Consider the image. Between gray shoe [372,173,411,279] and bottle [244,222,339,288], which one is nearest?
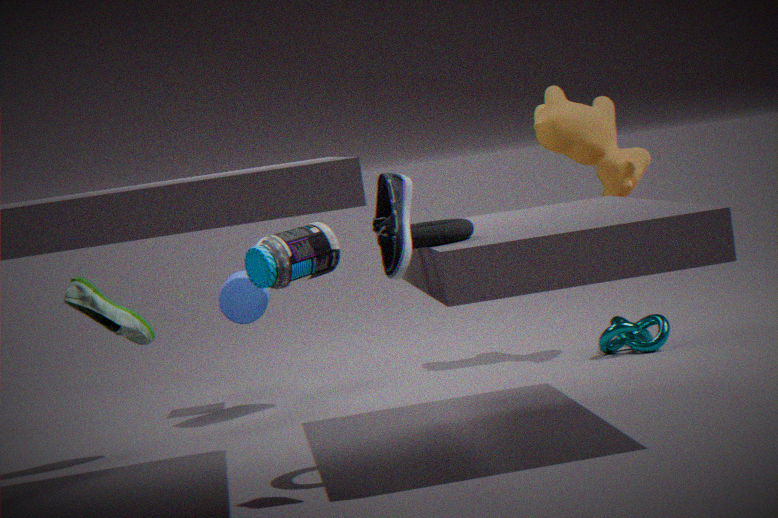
gray shoe [372,173,411,279]
